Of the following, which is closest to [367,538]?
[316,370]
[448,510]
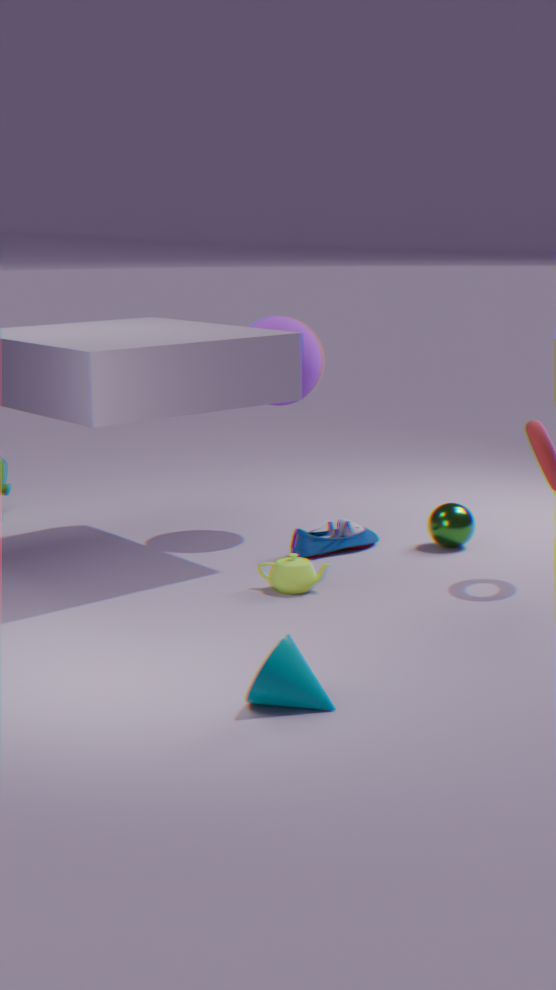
[448,510]
